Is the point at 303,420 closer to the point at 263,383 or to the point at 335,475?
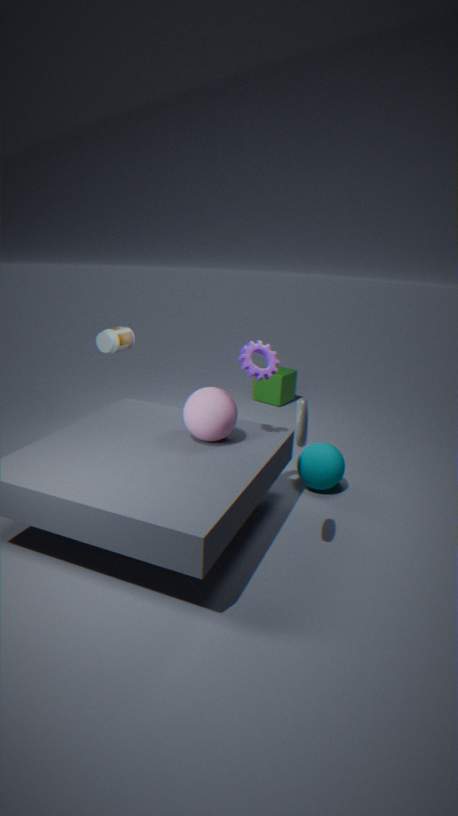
the point at 335,475
